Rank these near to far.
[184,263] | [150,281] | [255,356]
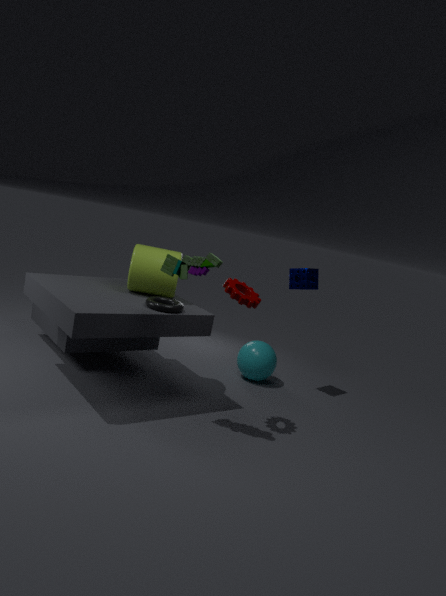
[184,263]
[150,281]
[255,356]
